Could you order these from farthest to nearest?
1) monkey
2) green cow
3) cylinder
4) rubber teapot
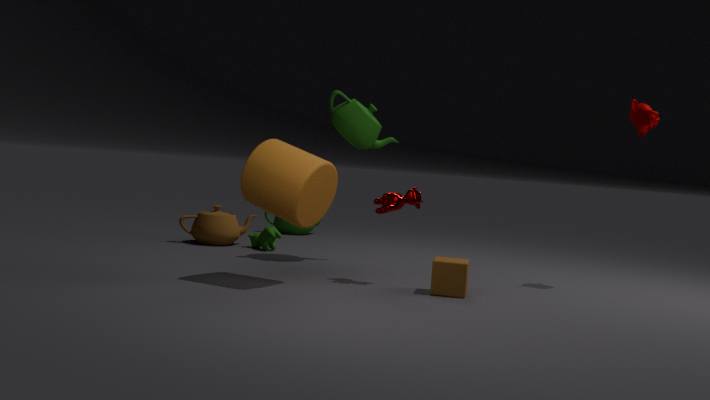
1. 4. rubber teapot
2. 2. green cow
3. 1. monkey
4. 3. cylinder
